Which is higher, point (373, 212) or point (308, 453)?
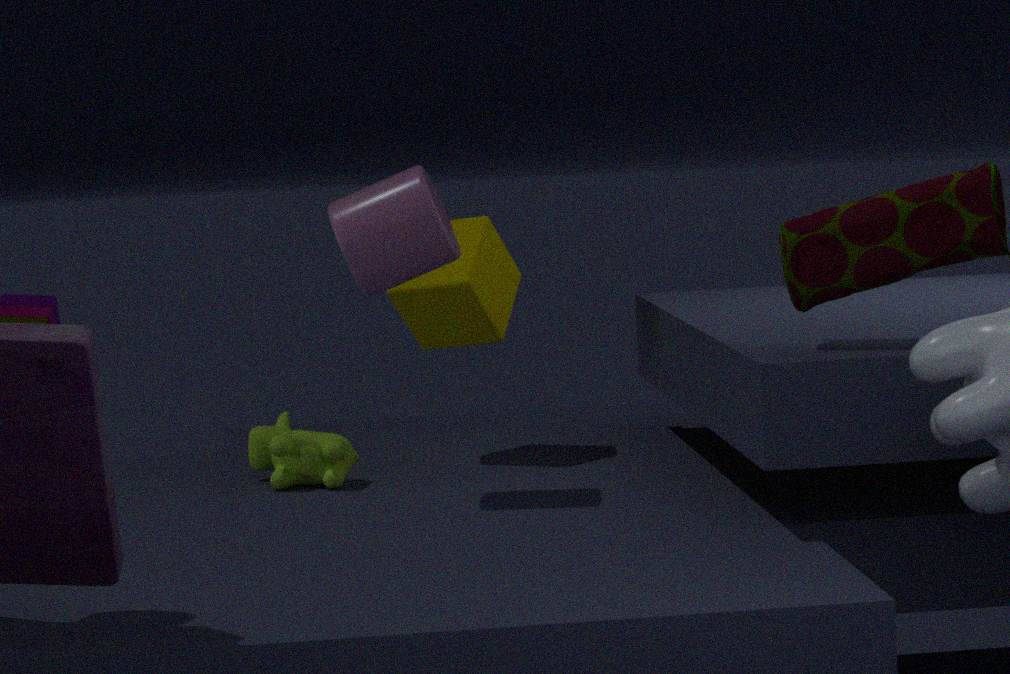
point (373, 212)
